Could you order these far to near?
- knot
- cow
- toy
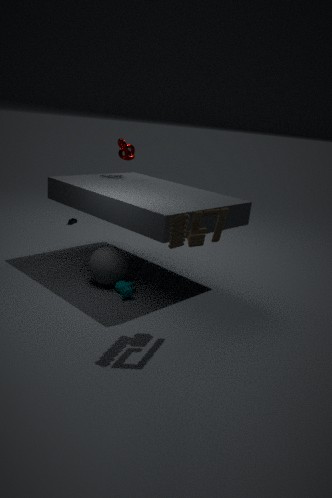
knot
cow
toy
